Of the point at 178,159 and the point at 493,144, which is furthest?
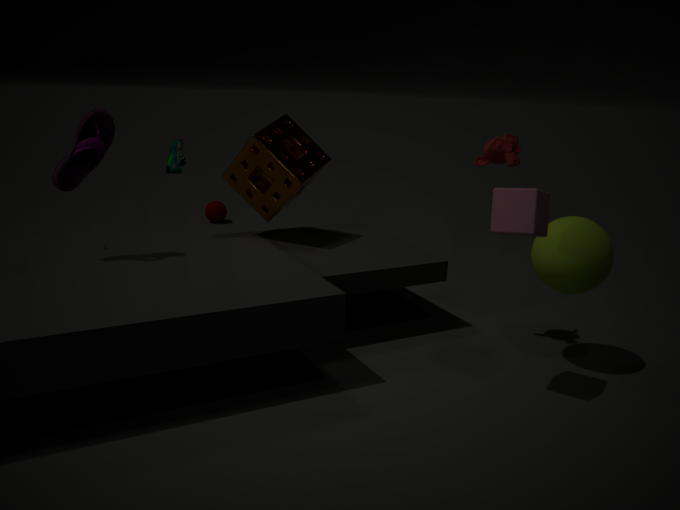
the point at 178,159
